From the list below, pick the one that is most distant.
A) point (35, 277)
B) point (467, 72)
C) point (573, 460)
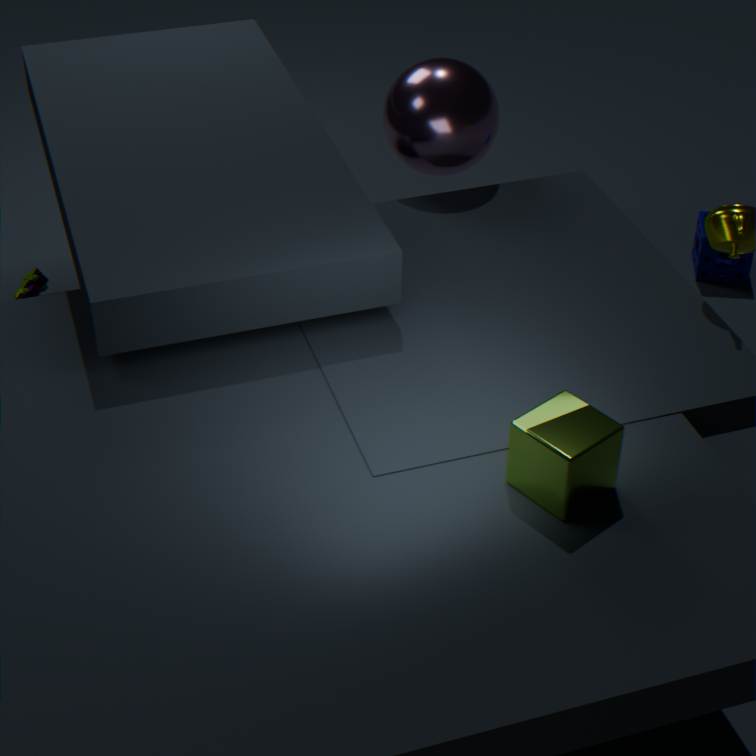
point (35, 277)
